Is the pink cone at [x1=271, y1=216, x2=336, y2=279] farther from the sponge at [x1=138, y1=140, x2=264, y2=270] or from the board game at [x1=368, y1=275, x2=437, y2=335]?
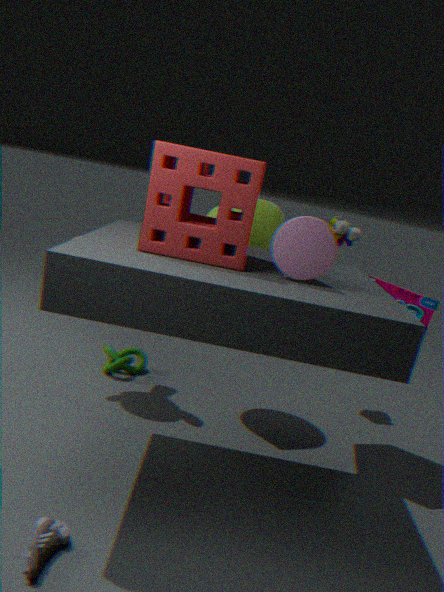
the board game at [x1=368, y1=275, x2=437, y2=335]
